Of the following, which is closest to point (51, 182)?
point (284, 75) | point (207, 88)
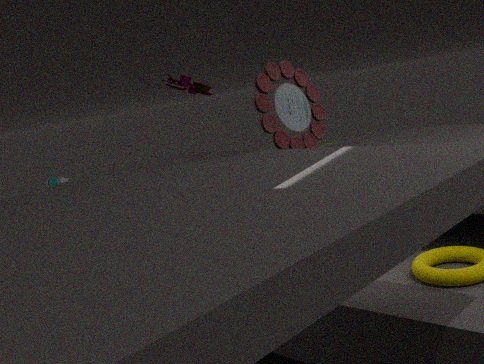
point (207, 88)
